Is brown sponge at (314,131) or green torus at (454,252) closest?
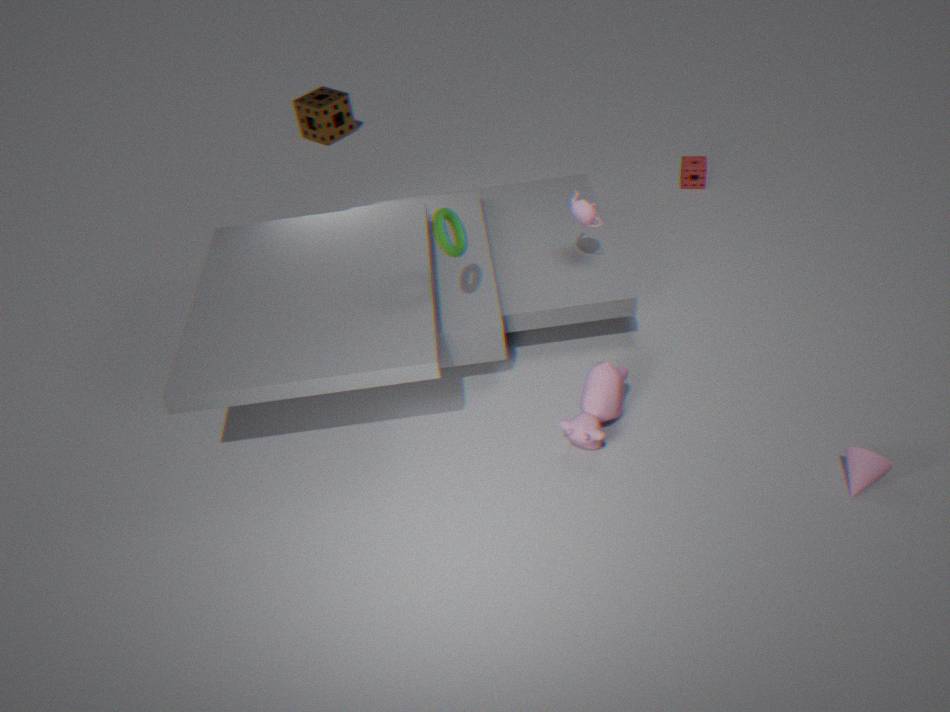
green torus at (454,252)
